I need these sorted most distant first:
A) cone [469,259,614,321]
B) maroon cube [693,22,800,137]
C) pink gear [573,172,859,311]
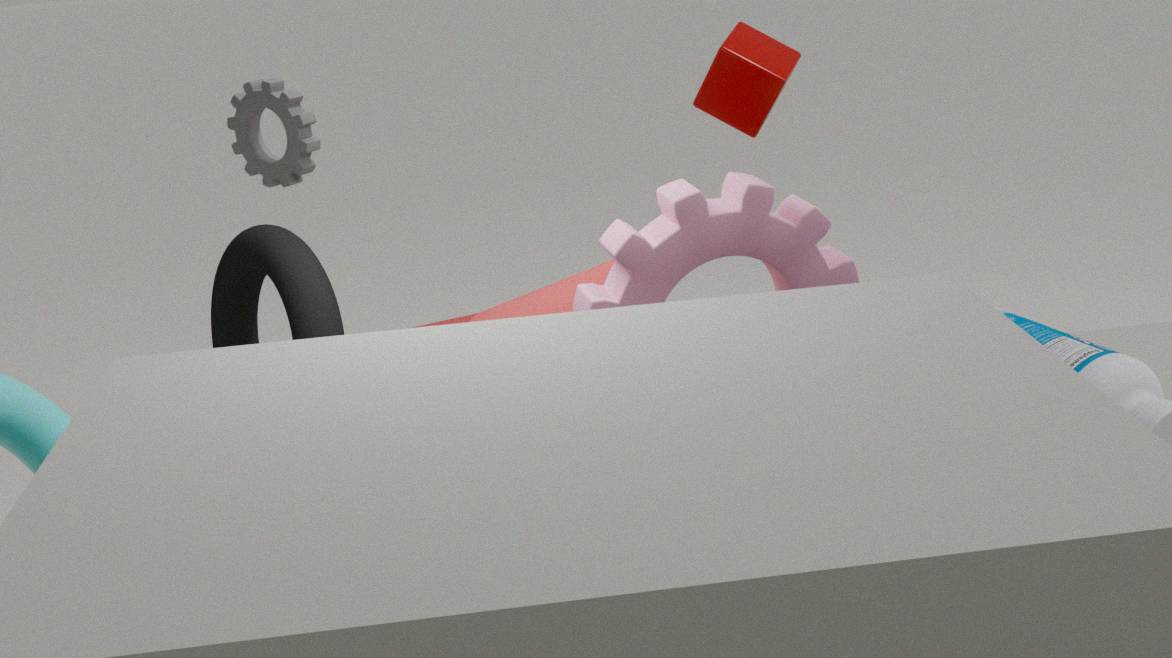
maroon cube [693,22,800,137] → cone [469,259,614,321] → pink gear [573,172,859,311]
